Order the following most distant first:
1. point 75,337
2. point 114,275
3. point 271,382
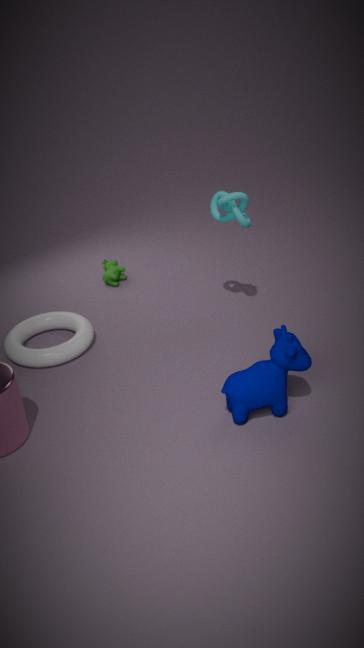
point 114,275 < point 75,337 < point 271,382
